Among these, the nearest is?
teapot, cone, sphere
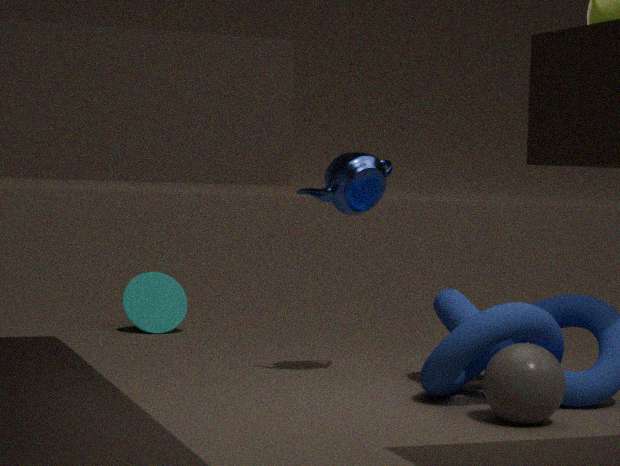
sphere
